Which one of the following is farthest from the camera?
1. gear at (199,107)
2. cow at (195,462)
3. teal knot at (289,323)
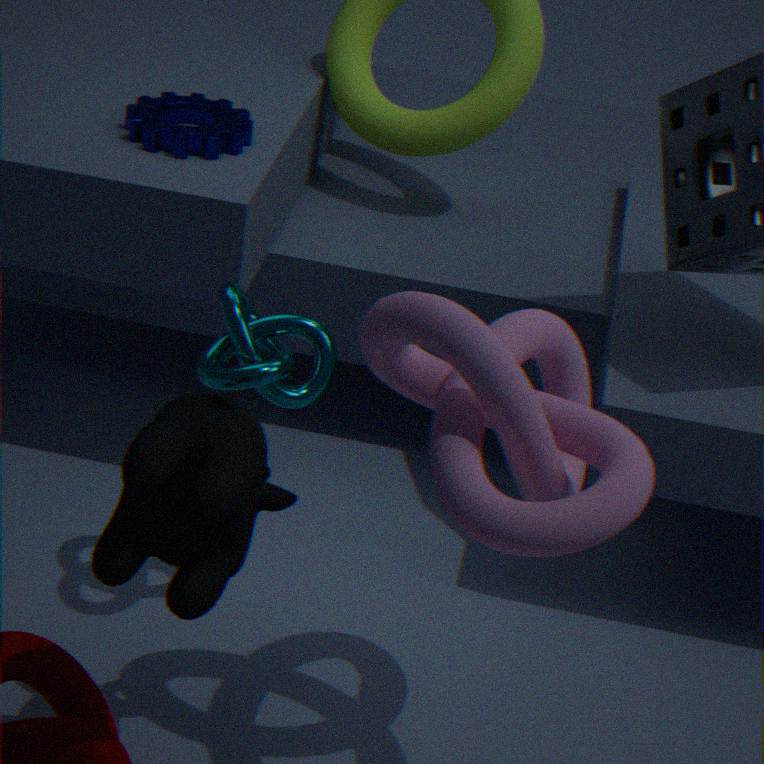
gear at (199,107)
